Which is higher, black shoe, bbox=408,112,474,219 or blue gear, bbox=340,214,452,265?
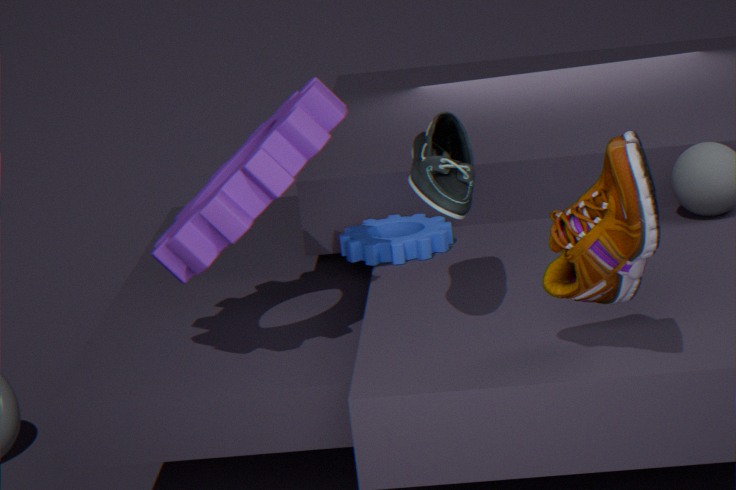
black shoe, bbox=408,112,474,219
